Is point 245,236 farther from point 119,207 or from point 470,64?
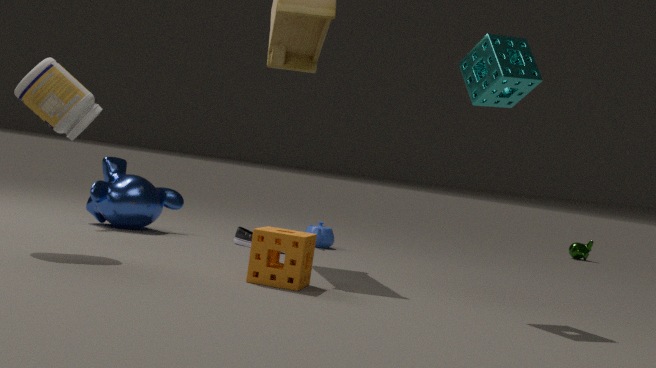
point 470,64
